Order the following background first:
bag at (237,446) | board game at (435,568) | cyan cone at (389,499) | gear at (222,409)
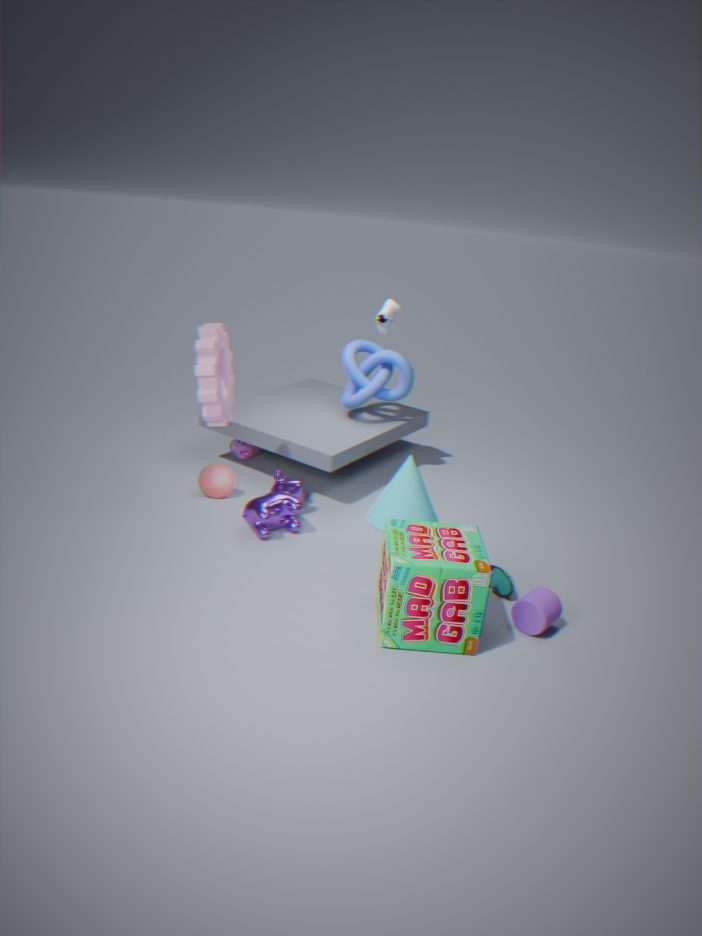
bag at (237,446)
cyan cone at (389,499)
gear at (222,409)
board game at (435,568)
